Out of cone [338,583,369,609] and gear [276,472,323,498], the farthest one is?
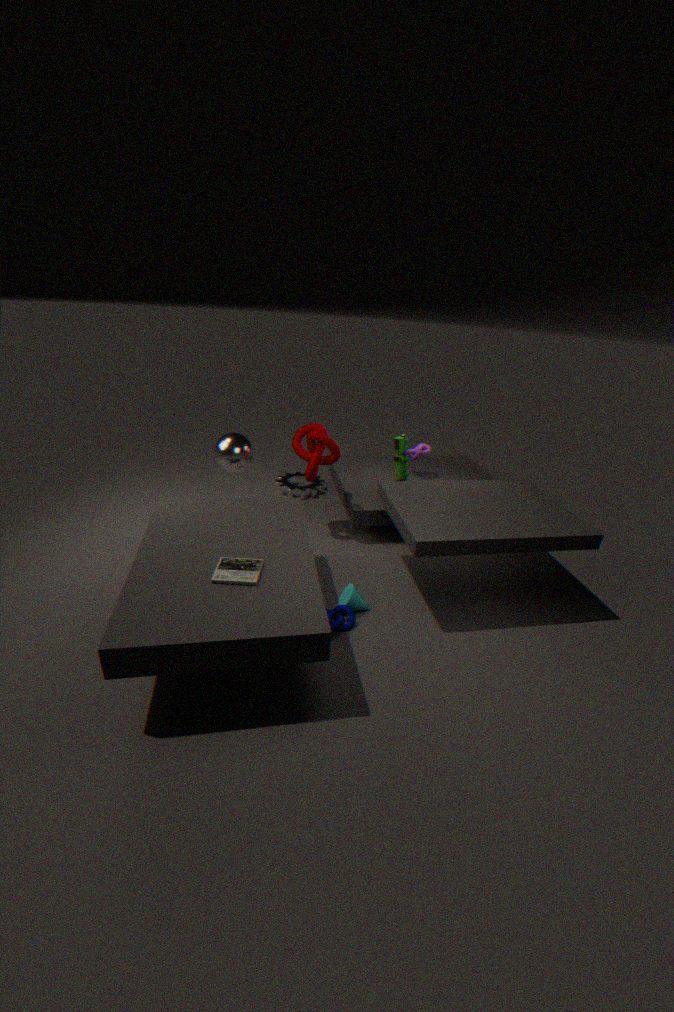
gear [276,472,323,498]
